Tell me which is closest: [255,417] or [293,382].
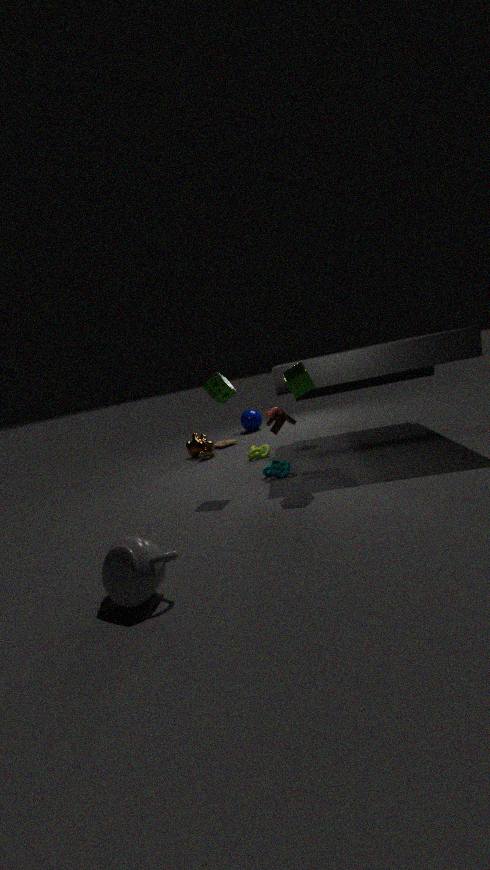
[293,382]
